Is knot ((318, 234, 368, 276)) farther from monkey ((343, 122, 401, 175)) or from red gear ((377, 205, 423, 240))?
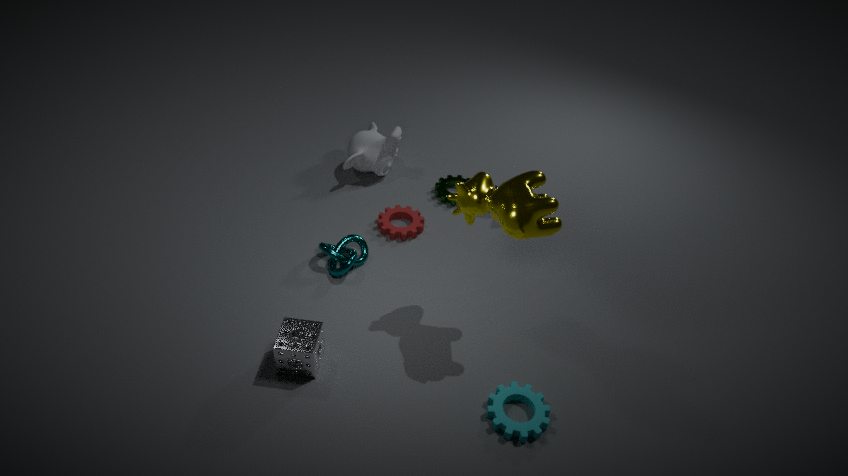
monkey ((343, 122, 401, 175))
